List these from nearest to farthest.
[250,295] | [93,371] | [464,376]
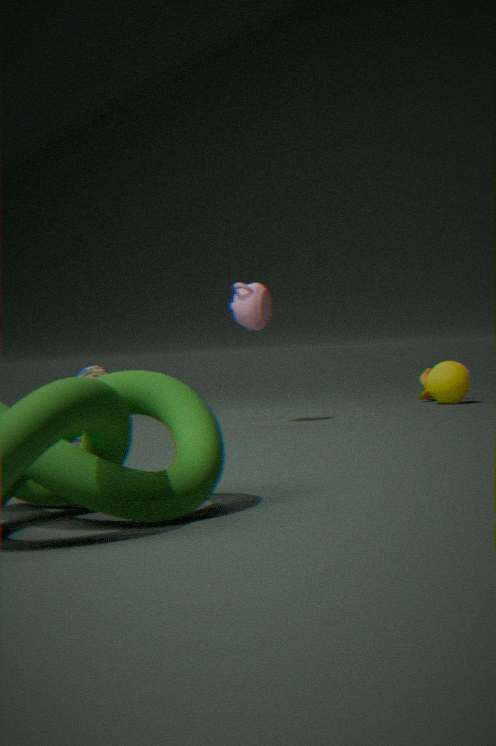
[250,295] → [464,376] → [93,371]
